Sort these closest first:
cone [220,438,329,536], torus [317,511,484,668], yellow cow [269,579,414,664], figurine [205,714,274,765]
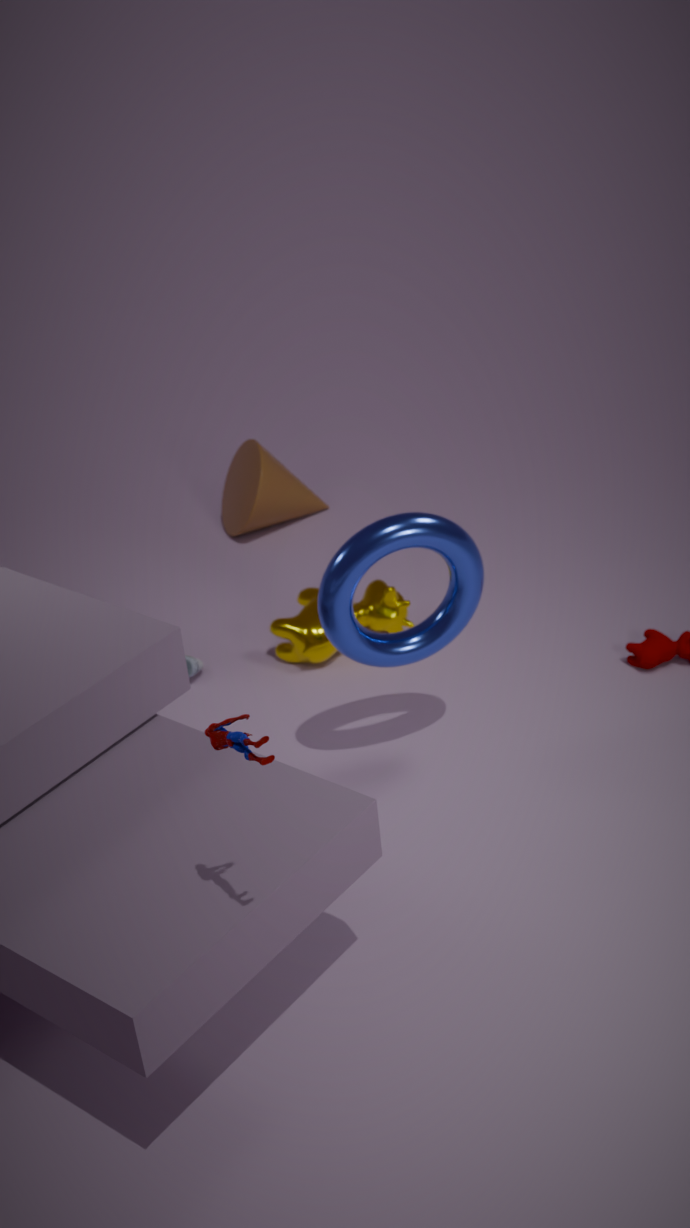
figurine [205,714,274,765] → torus [317,511,484,668] → yellow cow [269,579,414,664] → cone [220,438,329,536]
